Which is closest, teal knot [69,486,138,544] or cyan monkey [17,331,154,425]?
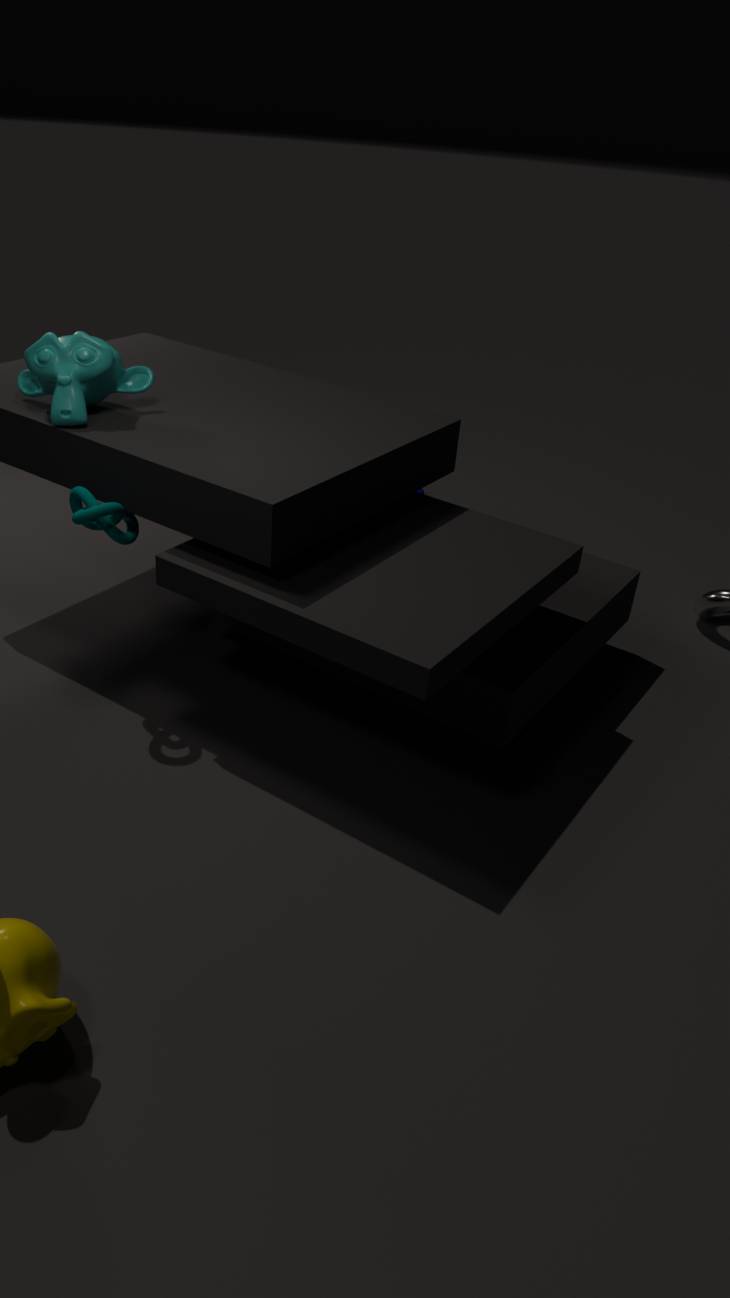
teal knot [69,486,138,544]
